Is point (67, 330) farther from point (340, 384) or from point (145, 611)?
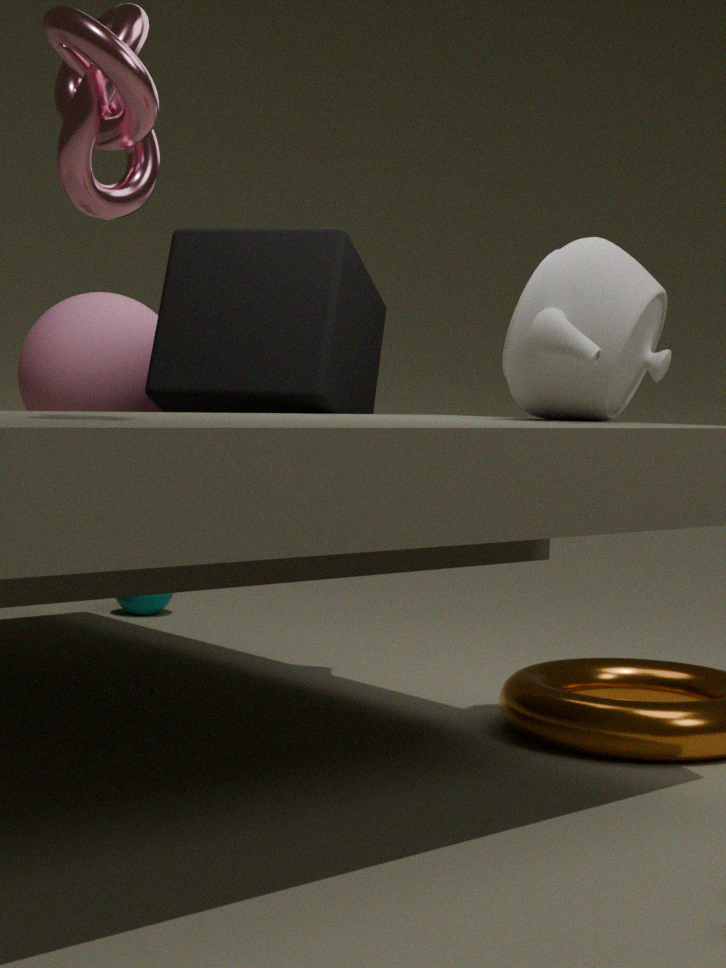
point (145, 611)
